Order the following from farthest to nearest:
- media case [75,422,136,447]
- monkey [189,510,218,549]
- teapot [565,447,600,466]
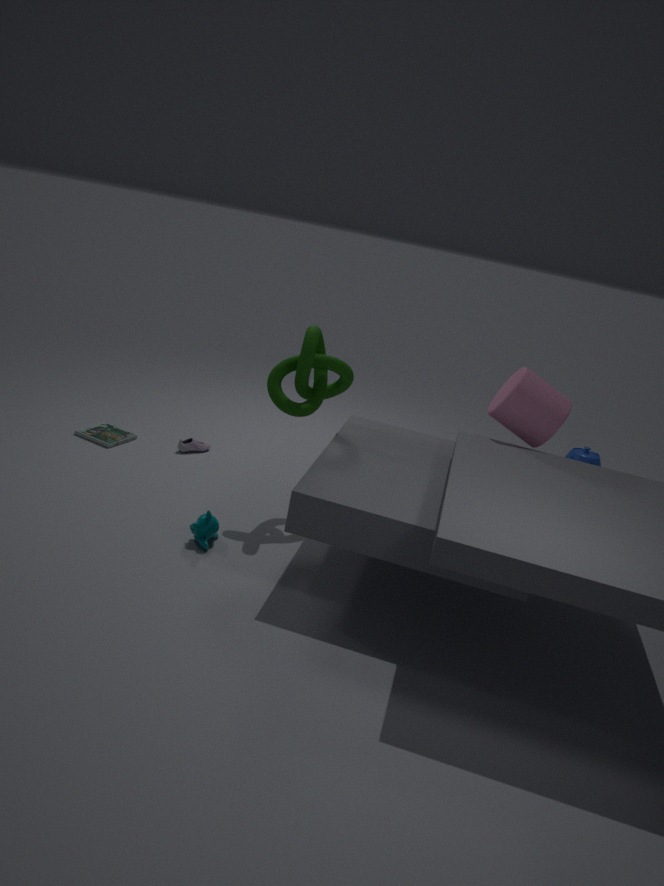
teapot [565,447,600,466] < media case [75,422,136,447] < monkey [189,510,218,549]
